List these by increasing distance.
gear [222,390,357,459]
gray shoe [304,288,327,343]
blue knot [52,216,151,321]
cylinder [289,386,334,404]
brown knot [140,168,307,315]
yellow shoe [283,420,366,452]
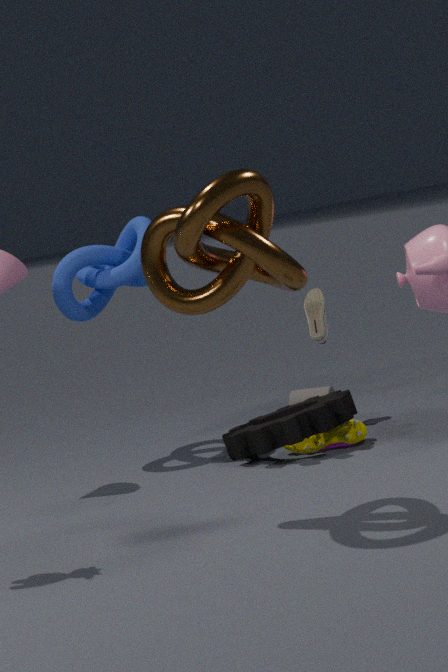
brown knot [140,168,307,315] → gear [222,390,357,459] → yellow shoe [283,420,366,452] → blue knot [52,216,151,321] → cylinder [289,386,334,404] → gray shoe [304,288,327,343]
